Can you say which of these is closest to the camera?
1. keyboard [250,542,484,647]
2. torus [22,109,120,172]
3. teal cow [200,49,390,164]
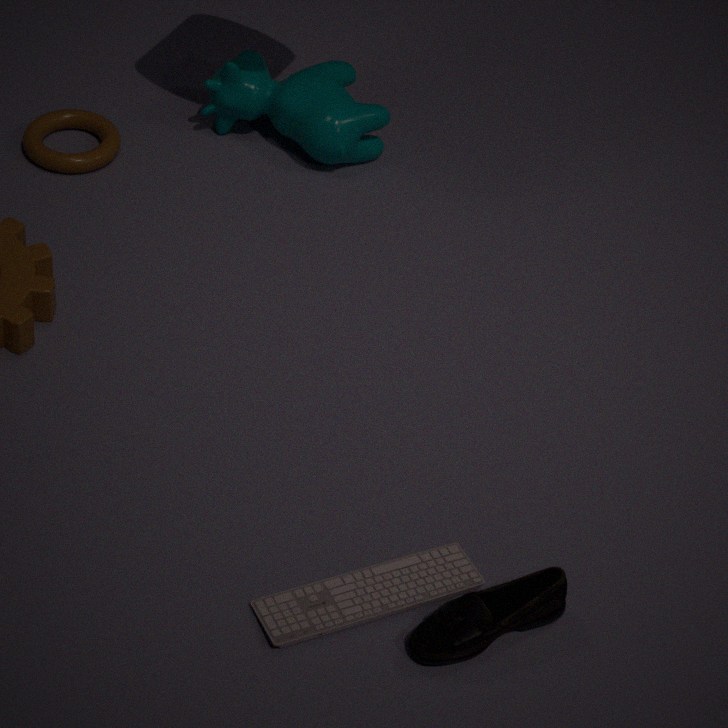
keyboard [250,542,484,647]
